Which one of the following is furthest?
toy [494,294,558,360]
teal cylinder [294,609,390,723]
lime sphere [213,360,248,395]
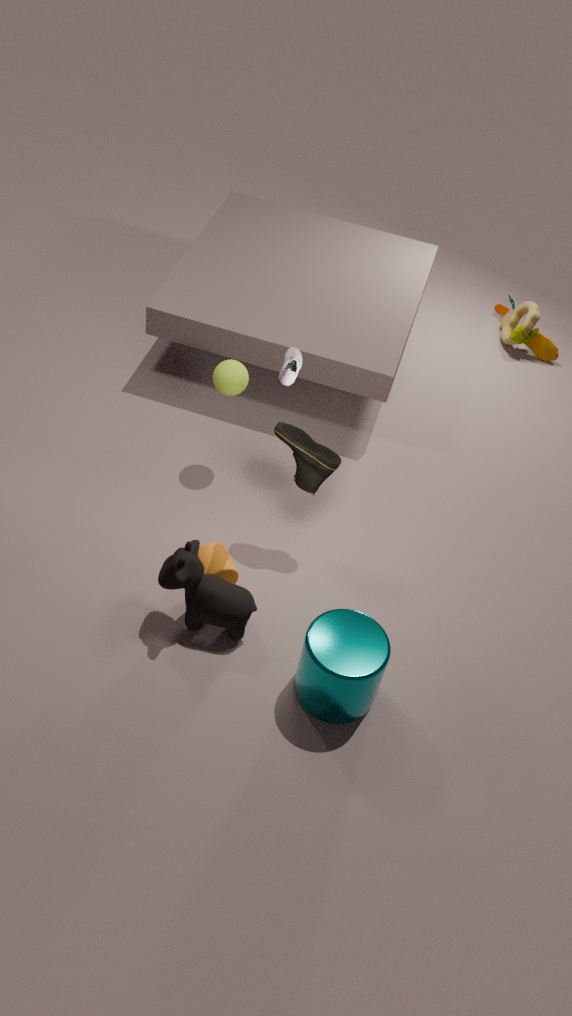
toy [494,294,558,360]
